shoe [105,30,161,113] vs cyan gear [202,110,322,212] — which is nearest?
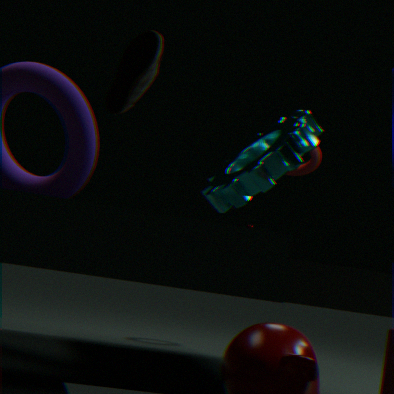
shoe [105,30,161,113]
